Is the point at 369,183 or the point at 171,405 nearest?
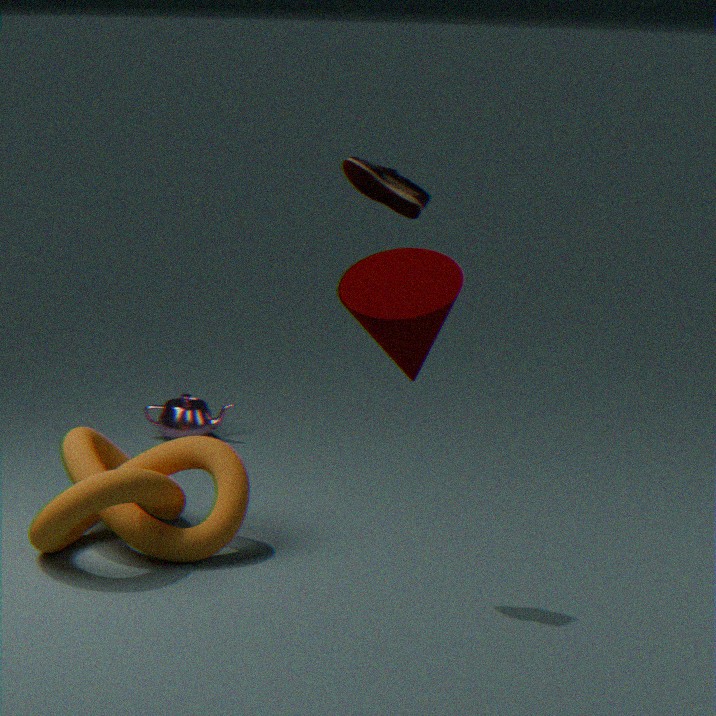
the point at 369,183
